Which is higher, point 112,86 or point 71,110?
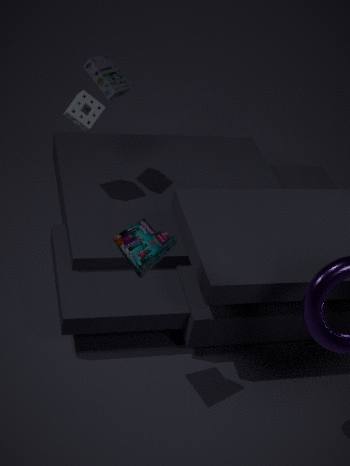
point 112,86
